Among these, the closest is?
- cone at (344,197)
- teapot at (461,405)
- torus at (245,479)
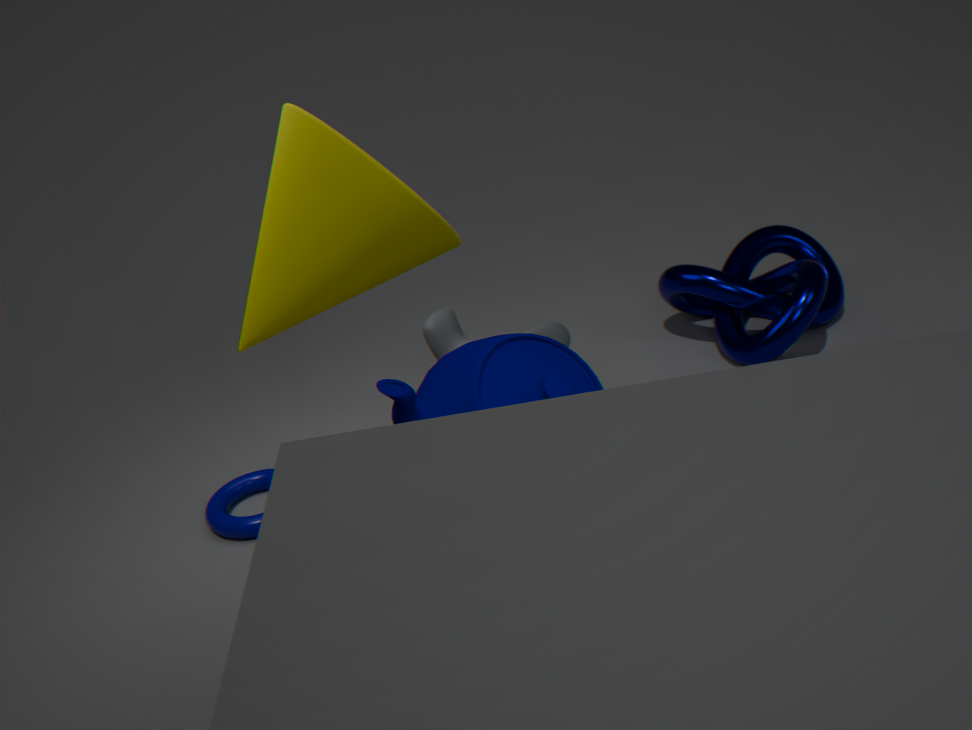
teapot at (461,405)
